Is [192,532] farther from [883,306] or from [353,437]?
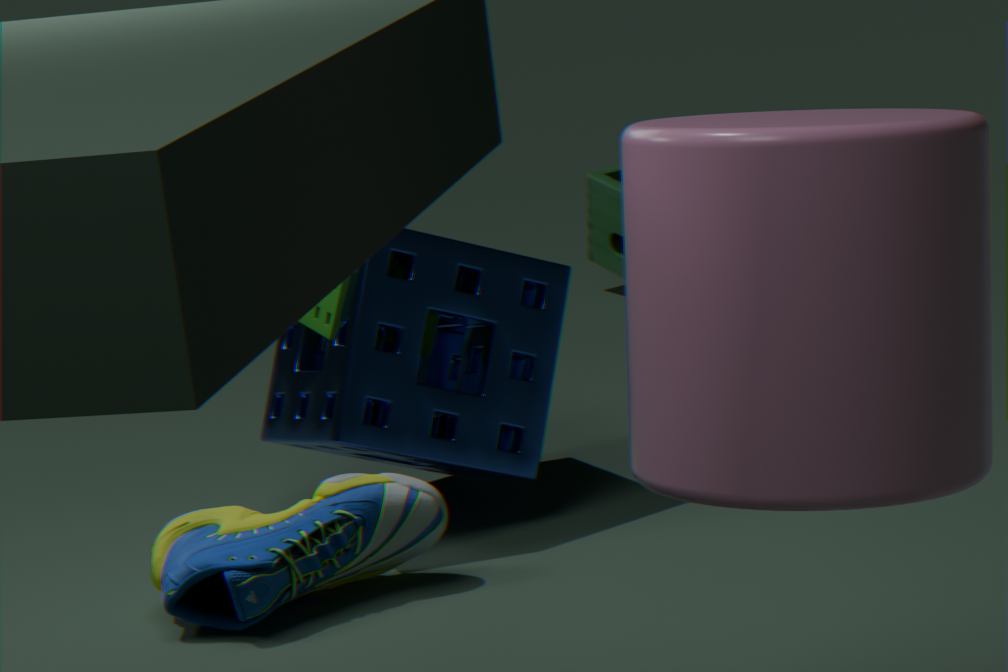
[883,306]
